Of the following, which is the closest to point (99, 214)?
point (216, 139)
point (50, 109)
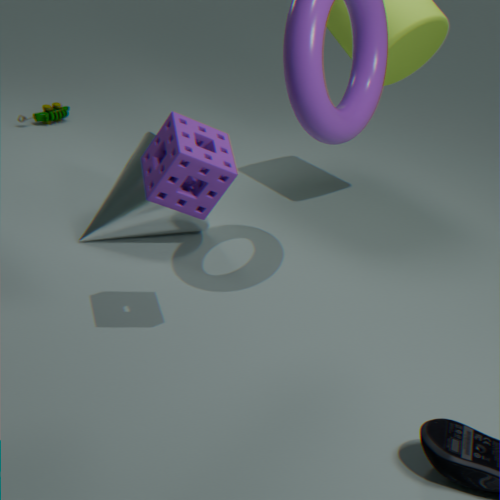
point (216, 139)
